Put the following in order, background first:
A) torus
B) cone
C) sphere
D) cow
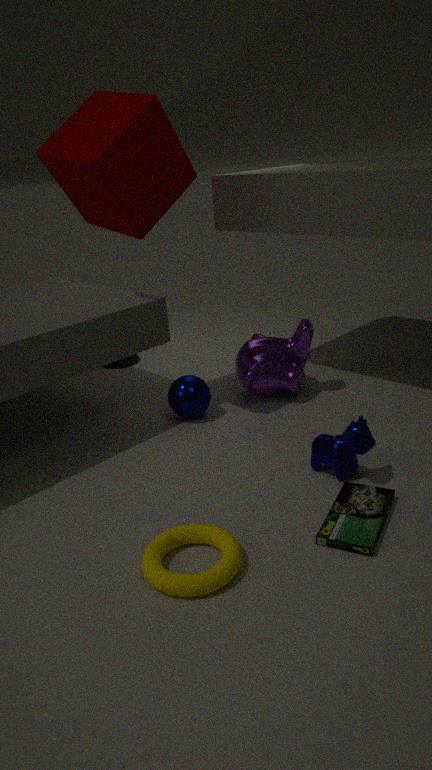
cone → sphere → cow → torus
